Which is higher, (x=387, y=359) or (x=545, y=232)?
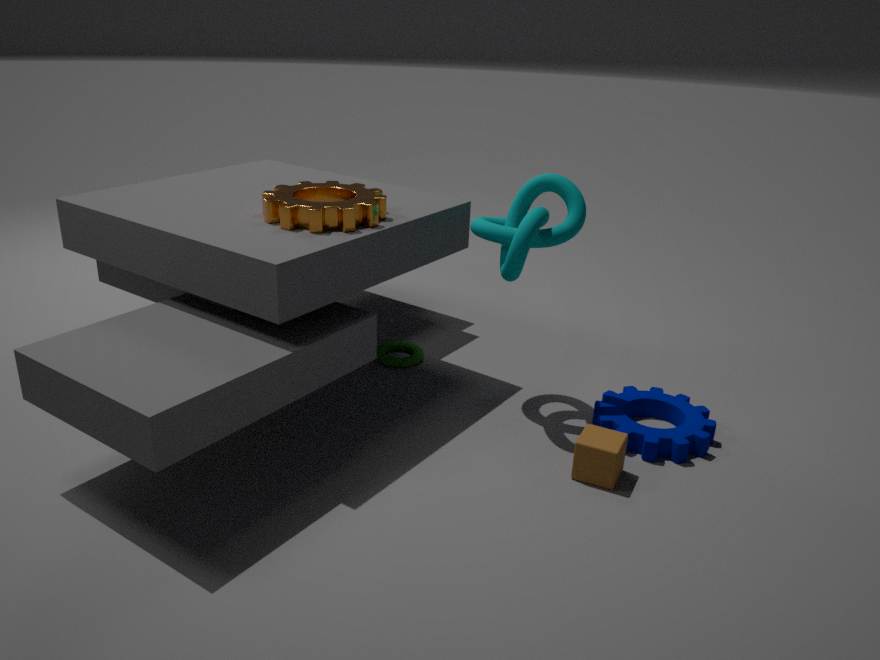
(x=545, y=232)
